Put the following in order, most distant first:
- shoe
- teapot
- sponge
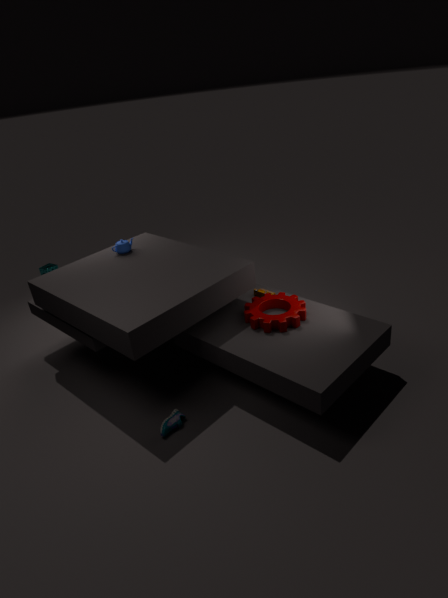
sponge < teapot < shoe
